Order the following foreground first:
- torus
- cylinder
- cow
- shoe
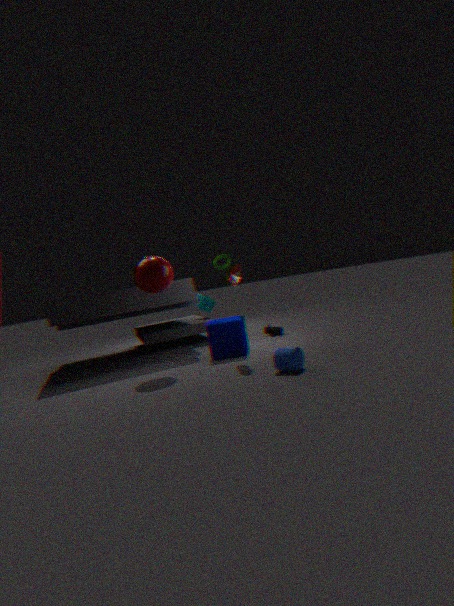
cylinder
shoe
cow
torus
